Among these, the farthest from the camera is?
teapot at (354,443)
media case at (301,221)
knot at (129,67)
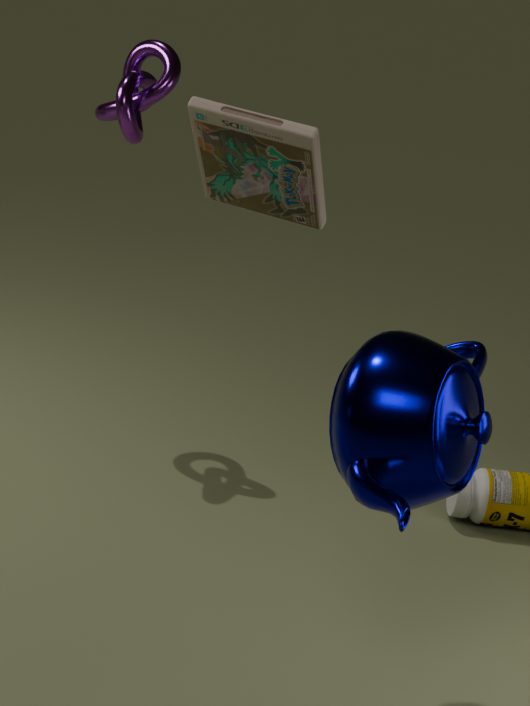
knot at (129,67)
